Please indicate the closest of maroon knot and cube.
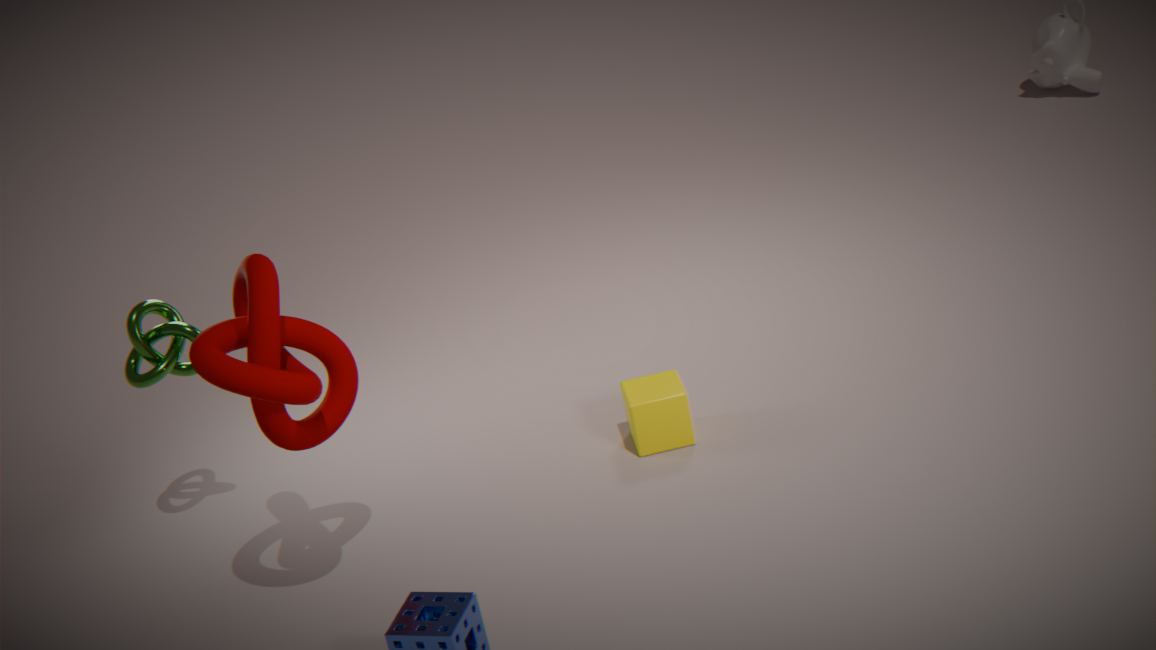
maroon knot
